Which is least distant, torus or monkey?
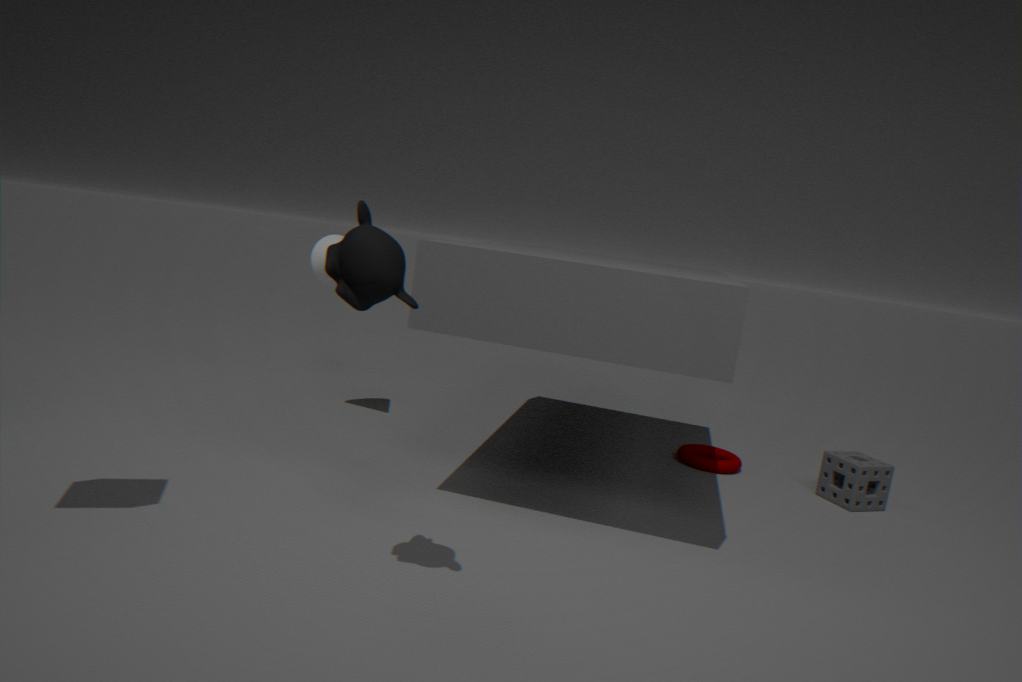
monkey
